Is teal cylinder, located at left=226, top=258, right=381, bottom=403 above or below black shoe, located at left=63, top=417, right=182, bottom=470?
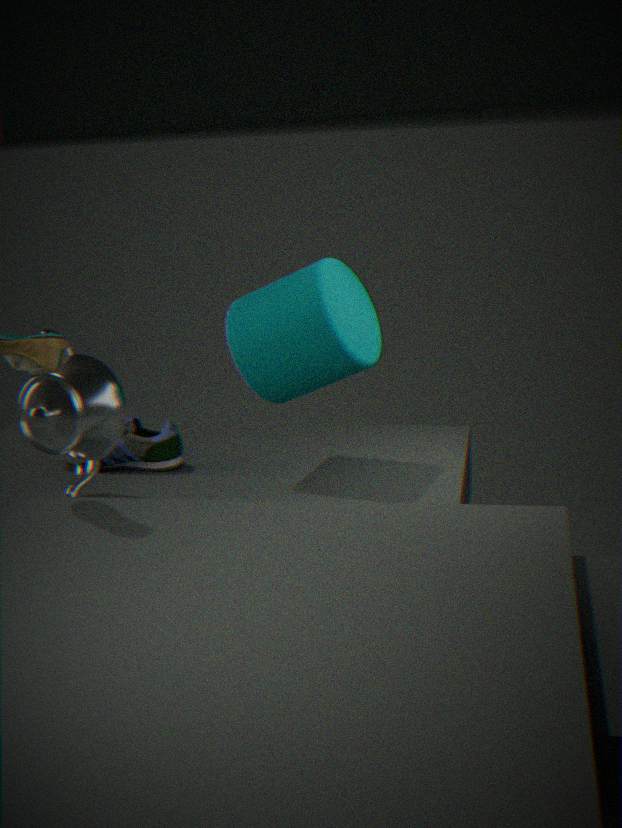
above
